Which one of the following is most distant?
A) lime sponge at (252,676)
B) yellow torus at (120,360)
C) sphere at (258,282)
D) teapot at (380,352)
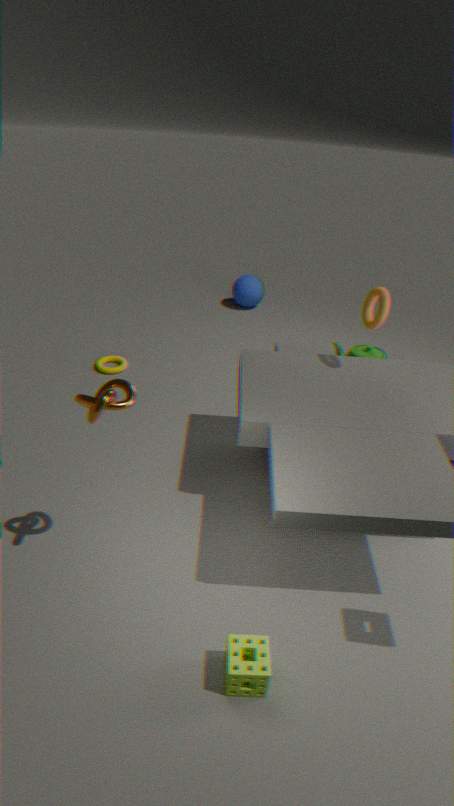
sphere at (258,282)
